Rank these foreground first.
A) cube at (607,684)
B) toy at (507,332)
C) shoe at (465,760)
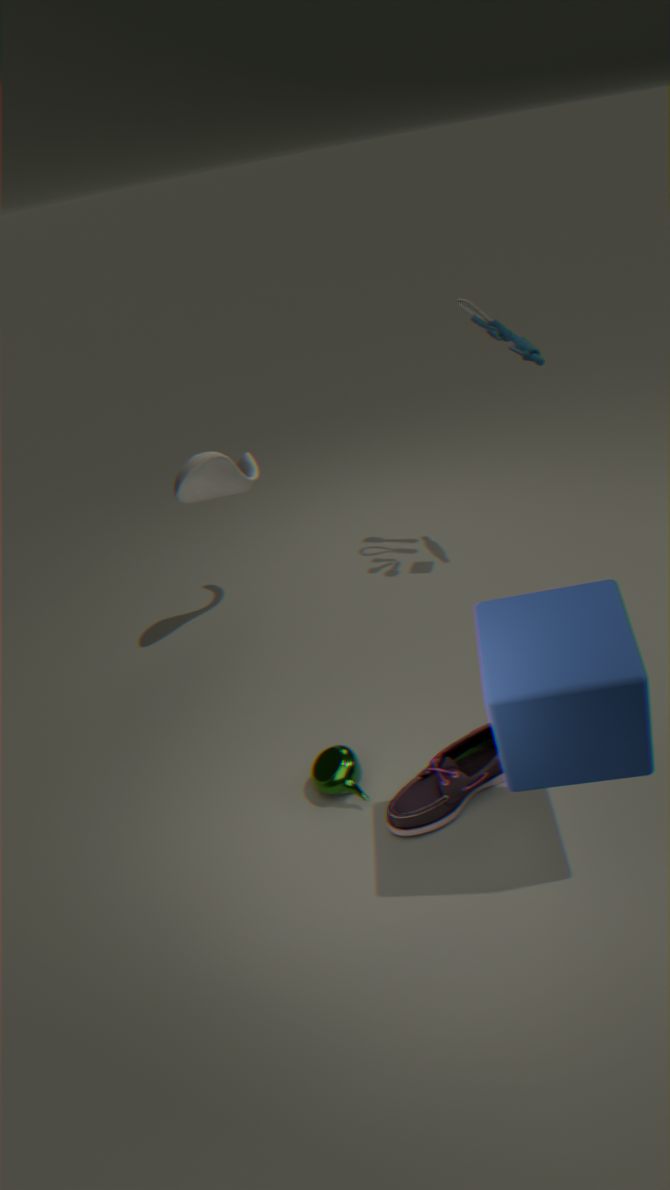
cube at (607,684) < shoe at (465,760) < toy at (507,332)
